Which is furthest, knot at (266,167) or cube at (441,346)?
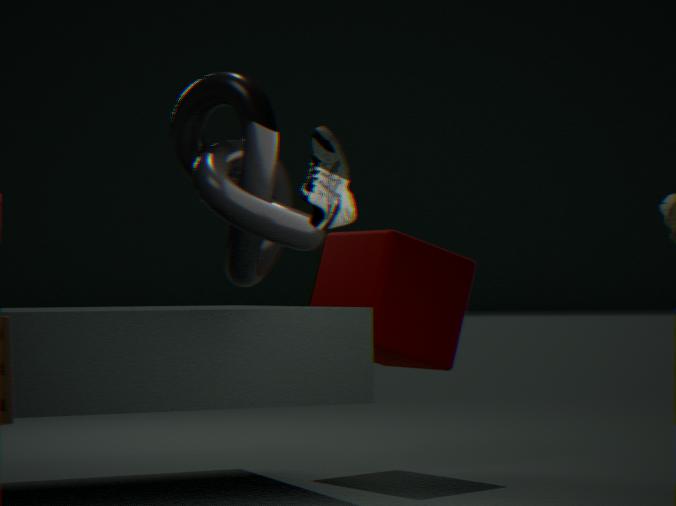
cube at (441,346)
